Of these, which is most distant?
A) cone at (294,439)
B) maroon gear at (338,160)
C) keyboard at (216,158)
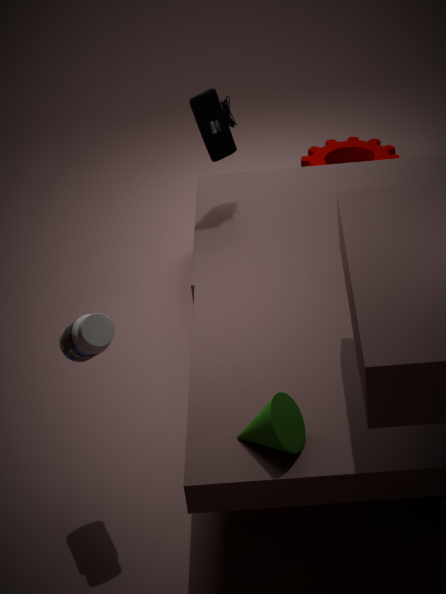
maroon gear at (338,160)
